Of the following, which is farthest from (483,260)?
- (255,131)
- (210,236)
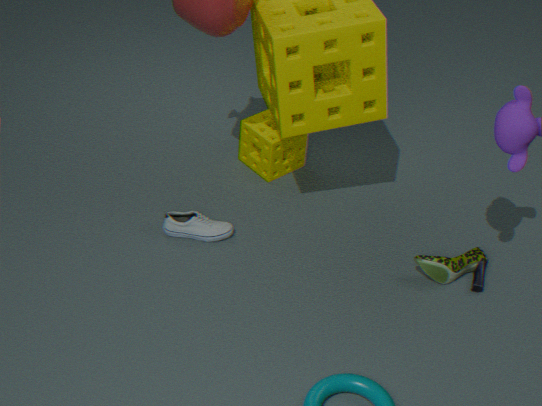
(210,236)
